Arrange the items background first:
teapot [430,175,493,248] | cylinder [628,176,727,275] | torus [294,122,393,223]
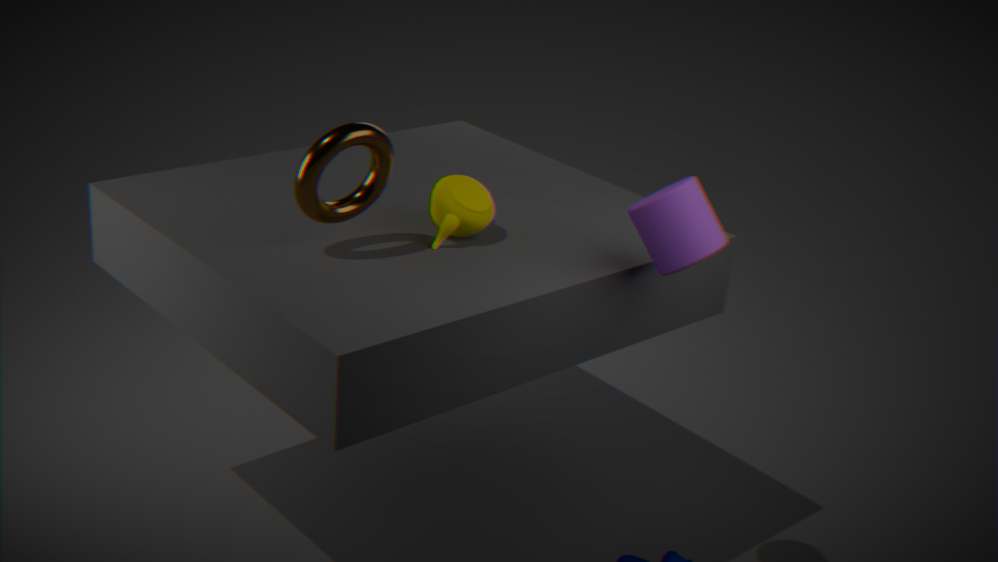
teapot [430,175,493,248] → cylinder [628,176,727,275] → torus [294,122,393,223]
